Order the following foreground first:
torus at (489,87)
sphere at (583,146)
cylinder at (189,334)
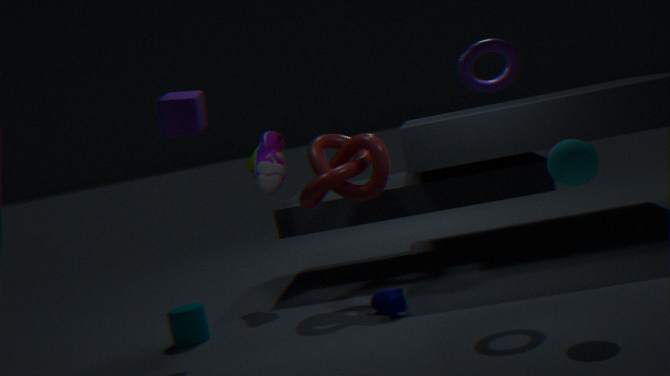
sphere at (583,146) < torus at (489,87) < cylinder at (189,334)
